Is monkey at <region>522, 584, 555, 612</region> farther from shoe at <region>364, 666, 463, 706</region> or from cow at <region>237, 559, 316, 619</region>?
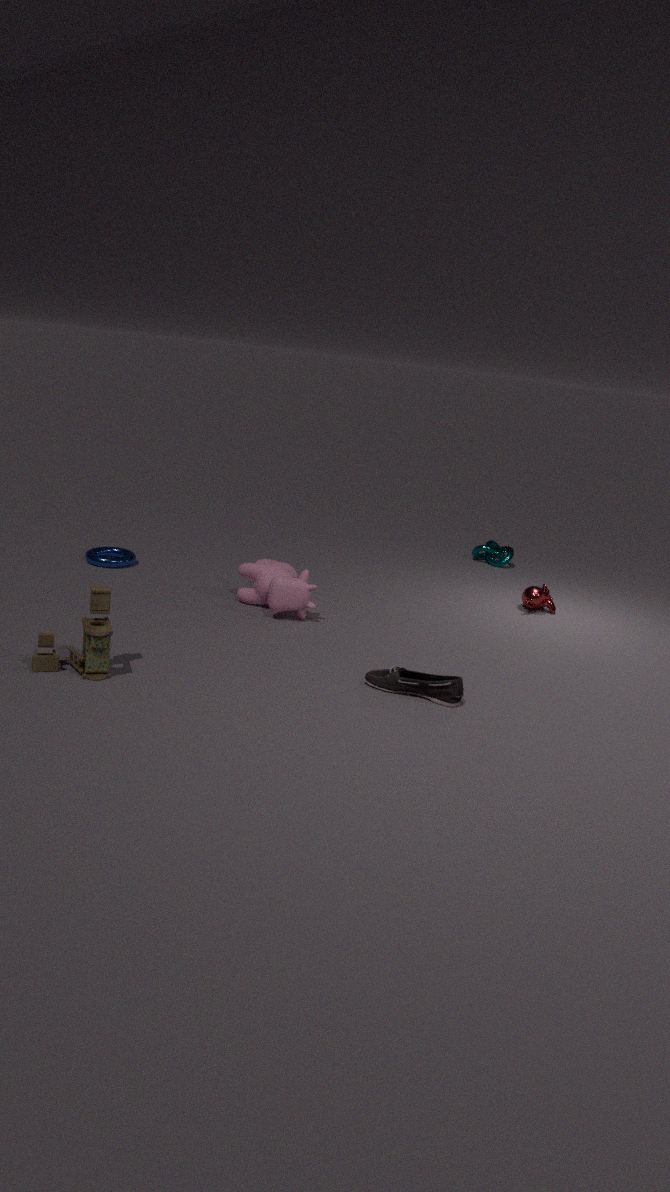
shoe at <region>364, 666, 463, 706</region>
